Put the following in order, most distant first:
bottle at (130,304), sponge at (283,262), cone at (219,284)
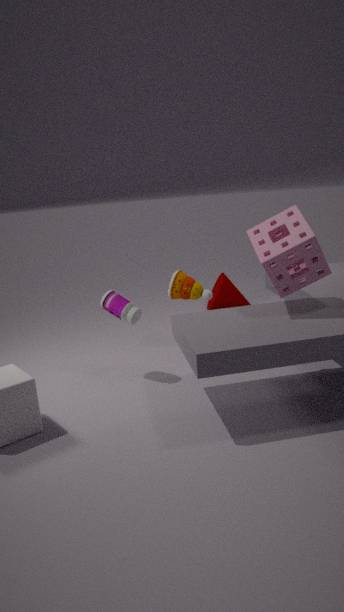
cone at (219,284)
bottle at (130,304)
sponge at (283,262)
